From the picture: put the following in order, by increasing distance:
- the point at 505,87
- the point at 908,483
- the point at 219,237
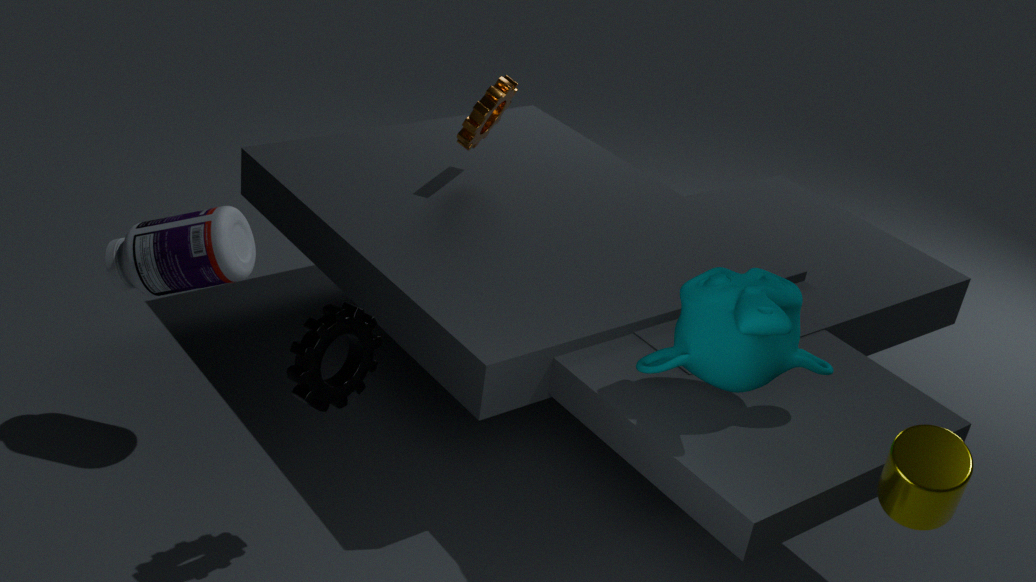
the point at 908,483 → the point at 219,237 → the point at 505,87
